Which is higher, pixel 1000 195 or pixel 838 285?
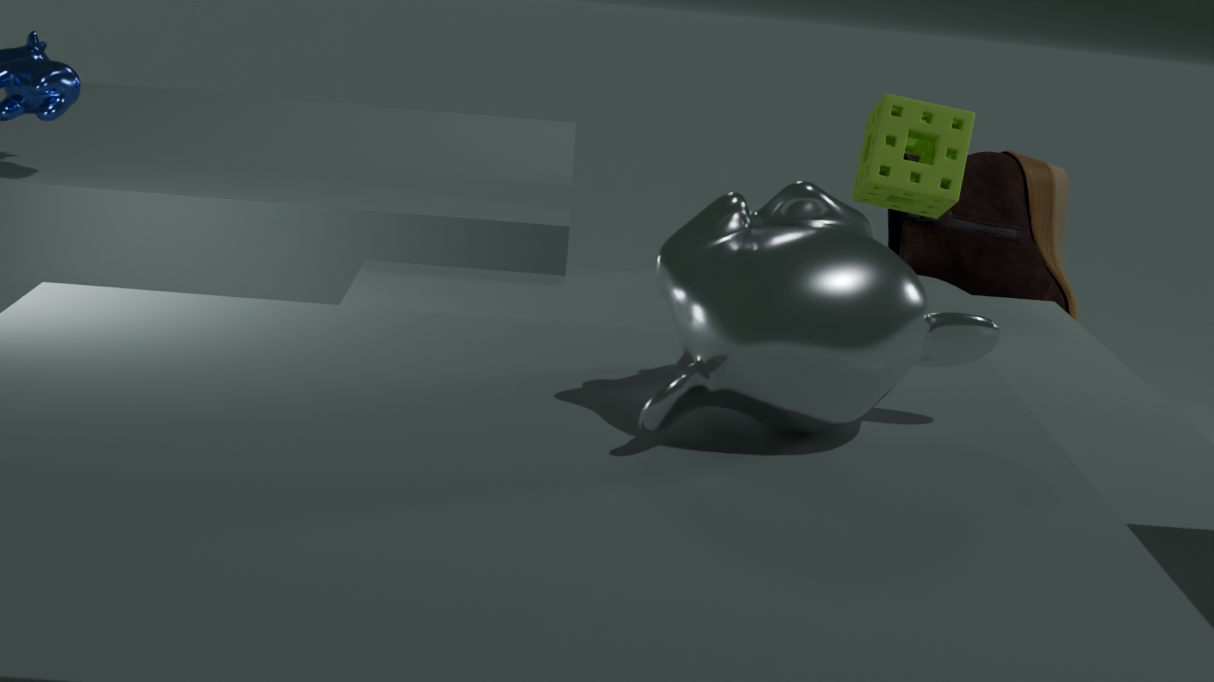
pixel 838 285
